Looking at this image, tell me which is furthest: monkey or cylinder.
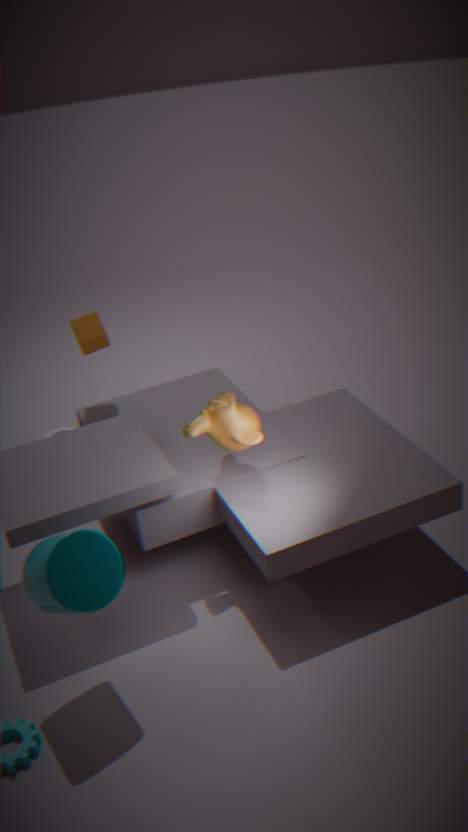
monkey
